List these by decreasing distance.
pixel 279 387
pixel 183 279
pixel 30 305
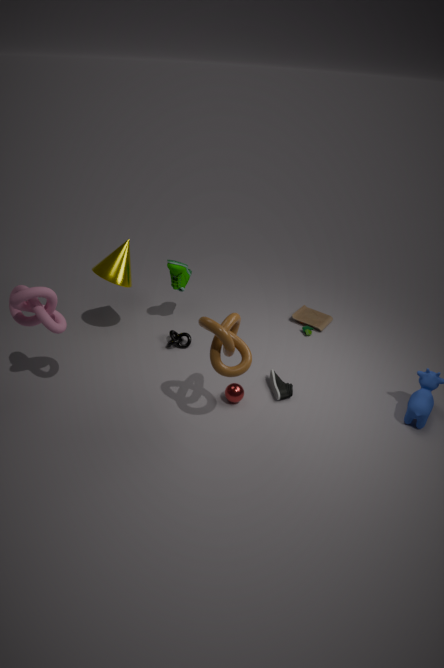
pixel 183 279
pixel 279 387
pixel 30 305
